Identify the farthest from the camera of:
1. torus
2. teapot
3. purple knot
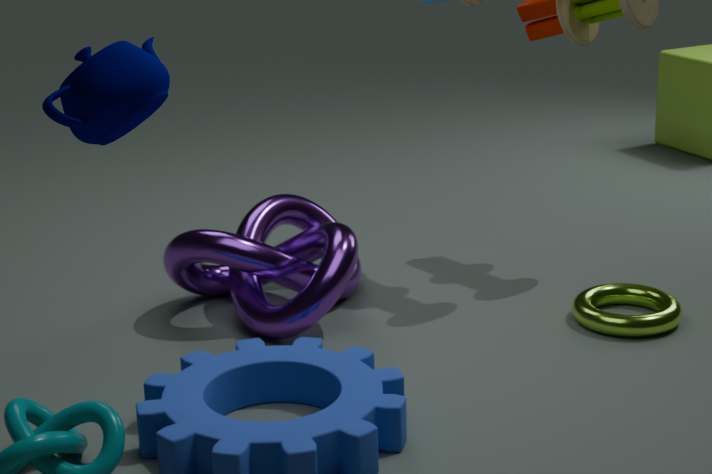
torus
